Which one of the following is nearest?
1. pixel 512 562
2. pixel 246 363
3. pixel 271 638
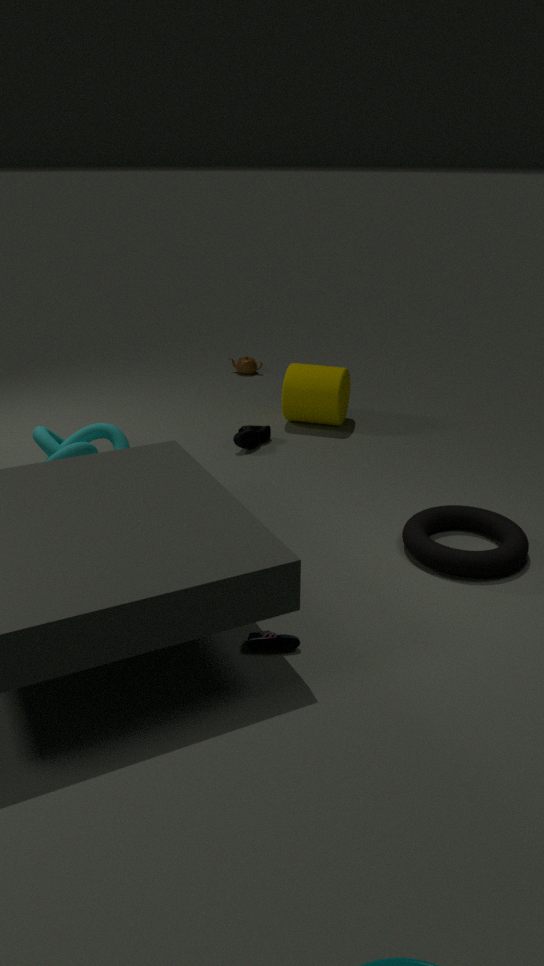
pixel 271 638
